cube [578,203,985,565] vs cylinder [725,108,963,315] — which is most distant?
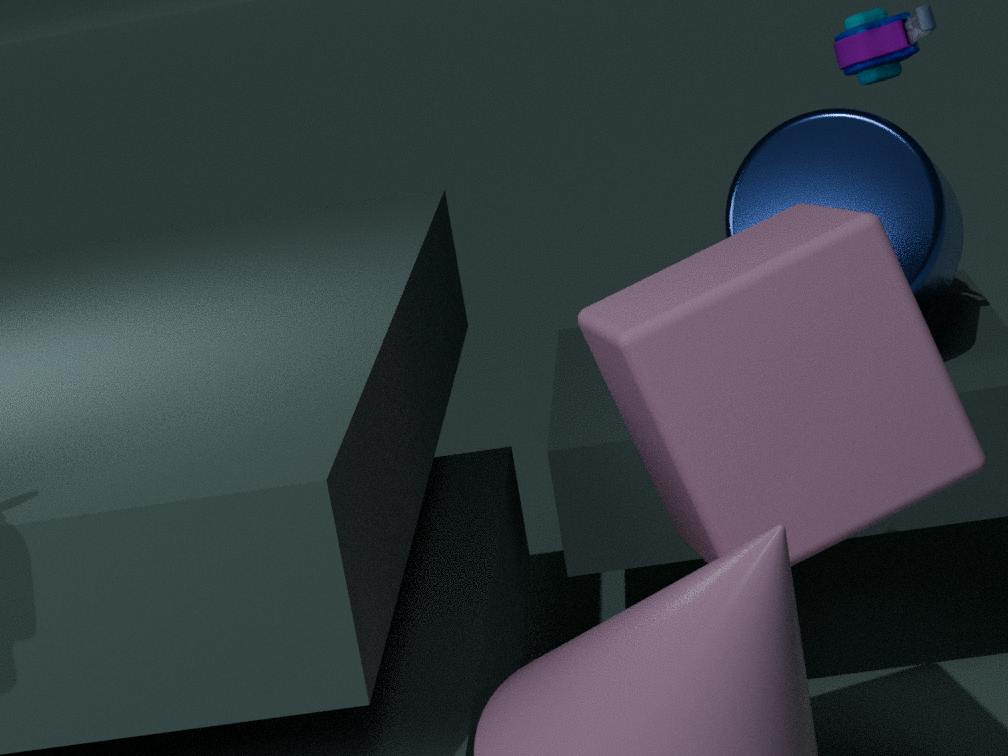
cylinder [725,108,963,315]
